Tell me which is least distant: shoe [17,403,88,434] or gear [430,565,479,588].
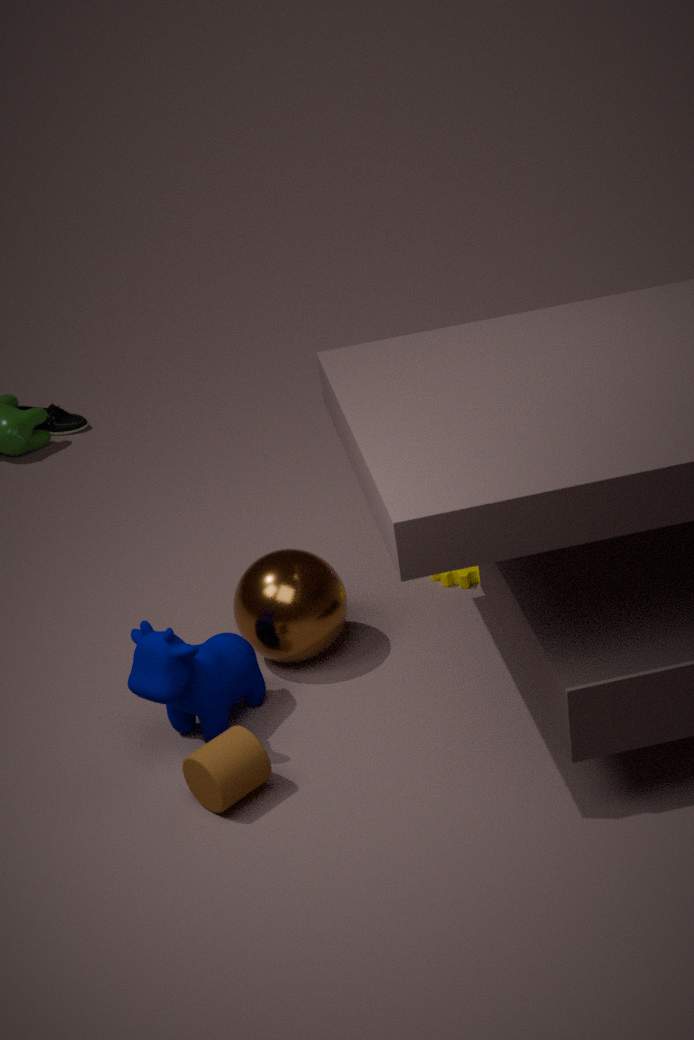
gear [430,565,479,588]
